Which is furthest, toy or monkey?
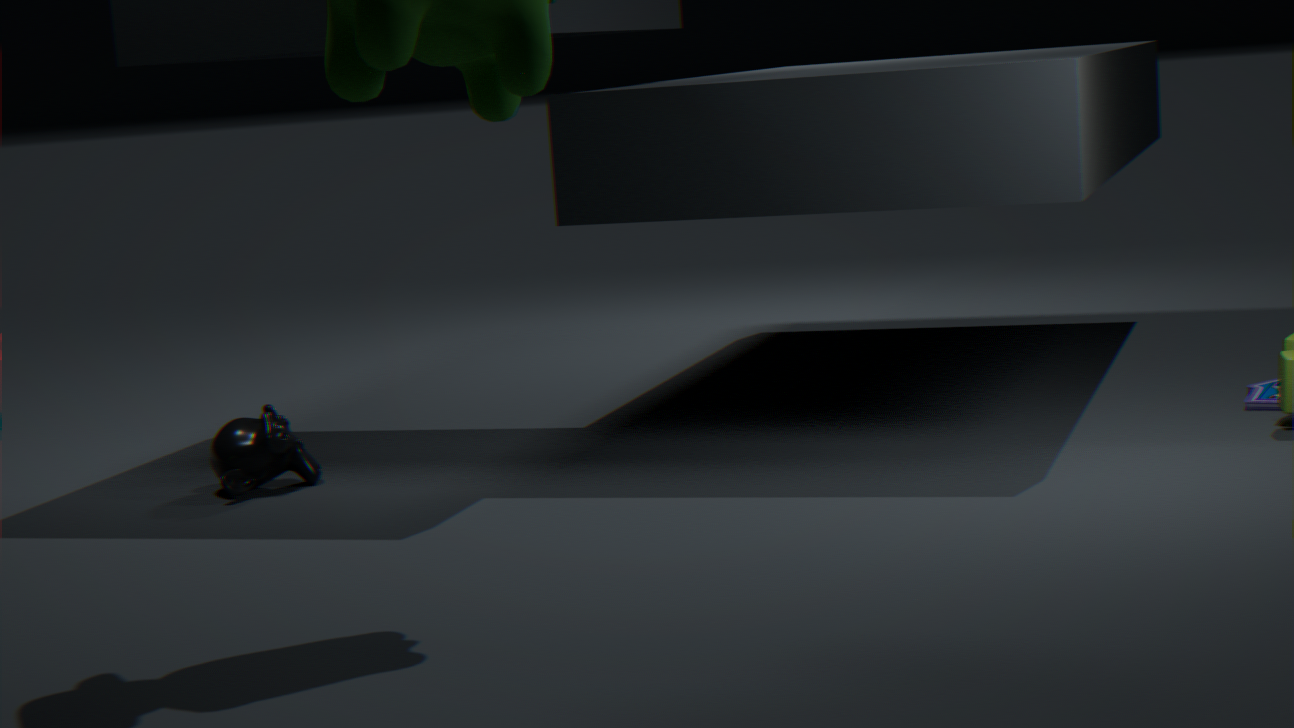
toy
